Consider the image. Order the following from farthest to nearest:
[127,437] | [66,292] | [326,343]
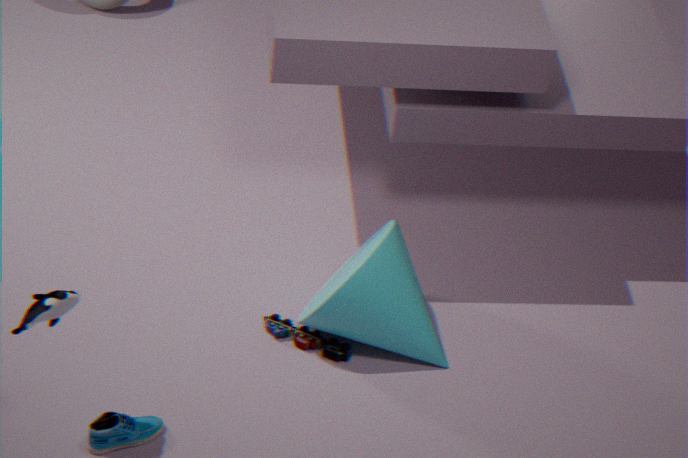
[326,343] → [127,437] → [66,292]
